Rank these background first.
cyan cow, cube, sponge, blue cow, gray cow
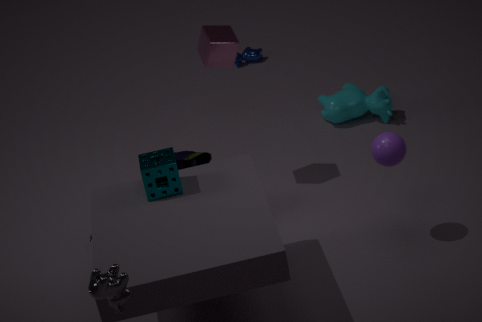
1. blue cow
2. cyan cow
3. cube
4. sponge
5. gray cow
